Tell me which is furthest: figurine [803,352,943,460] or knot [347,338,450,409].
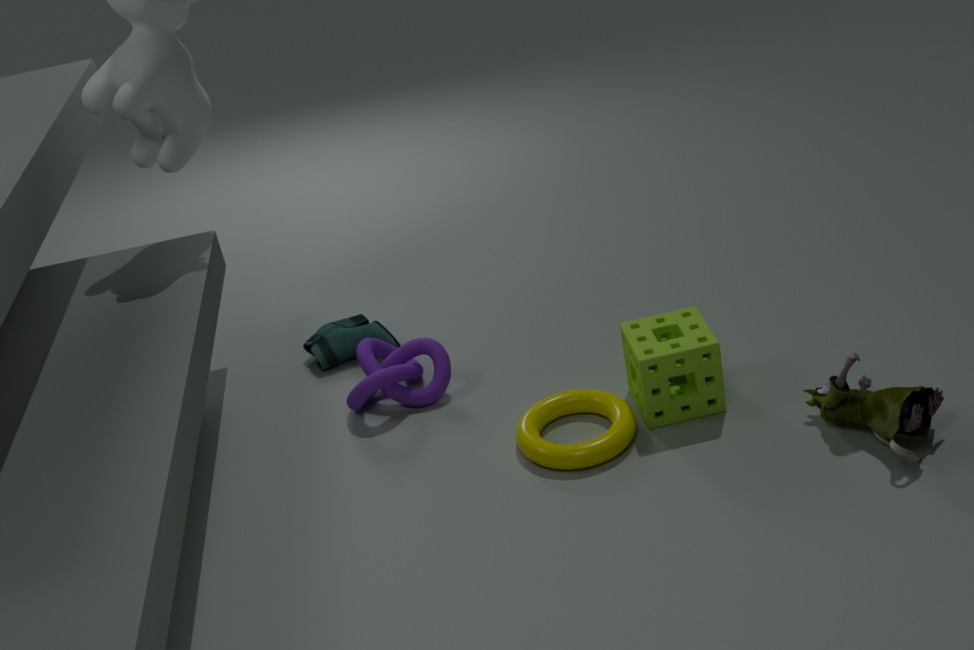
knot [347,338,450,409]
